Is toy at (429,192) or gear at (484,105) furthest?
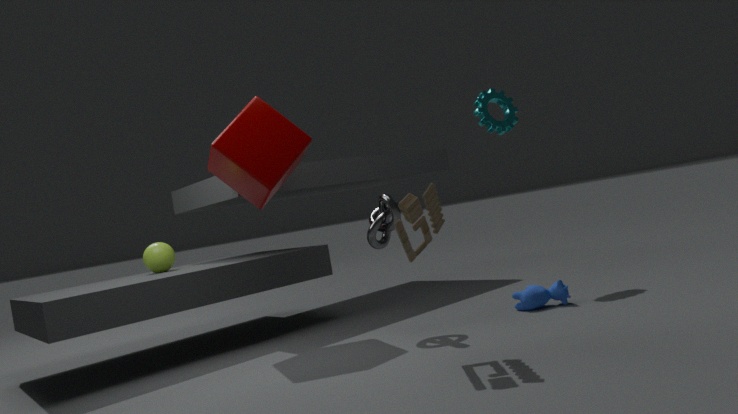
gear at (484,105)
